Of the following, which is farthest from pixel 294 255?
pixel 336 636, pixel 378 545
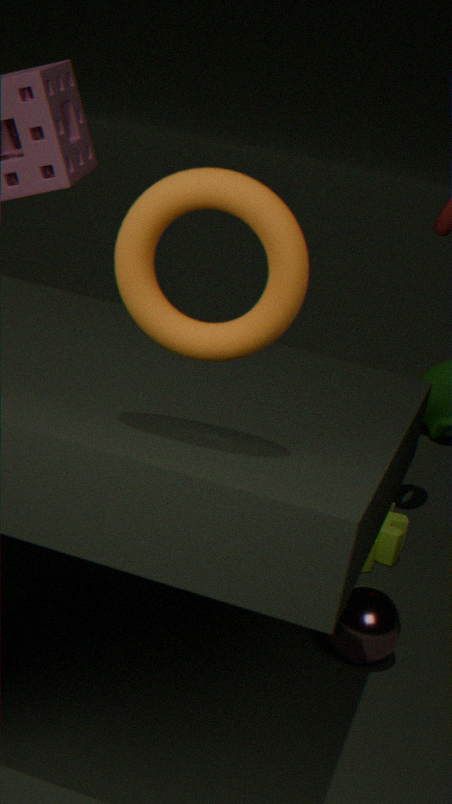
pixel 378 545
